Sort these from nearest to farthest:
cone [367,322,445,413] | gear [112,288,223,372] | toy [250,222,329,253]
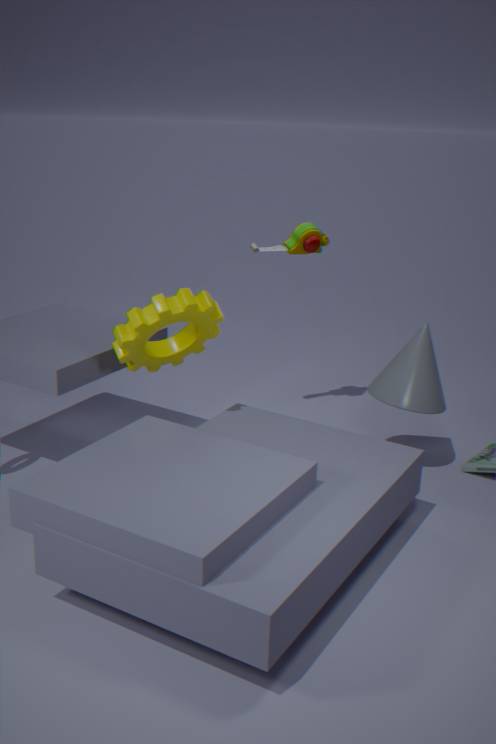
gear [112,288,223,372] → cone [367,322,445,413] → toy [250,222,329,253]
